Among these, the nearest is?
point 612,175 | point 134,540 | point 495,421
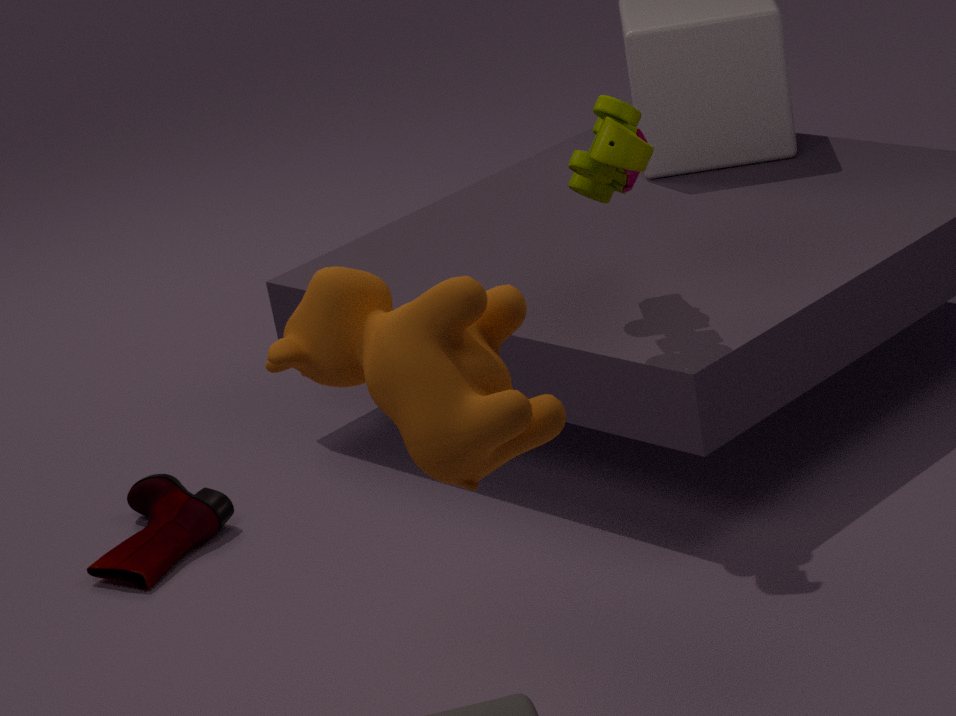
point 495,421
